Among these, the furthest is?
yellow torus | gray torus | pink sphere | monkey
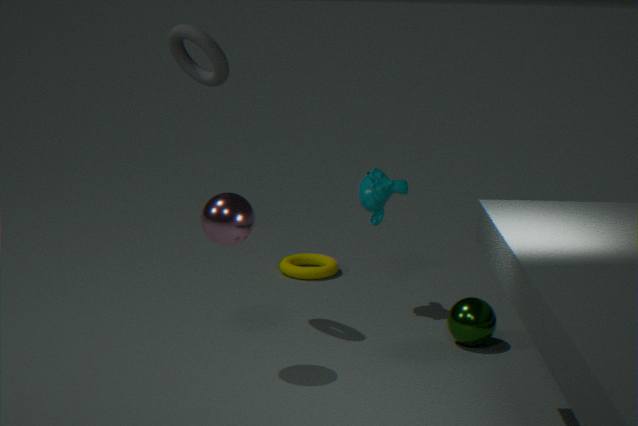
yellow torus
